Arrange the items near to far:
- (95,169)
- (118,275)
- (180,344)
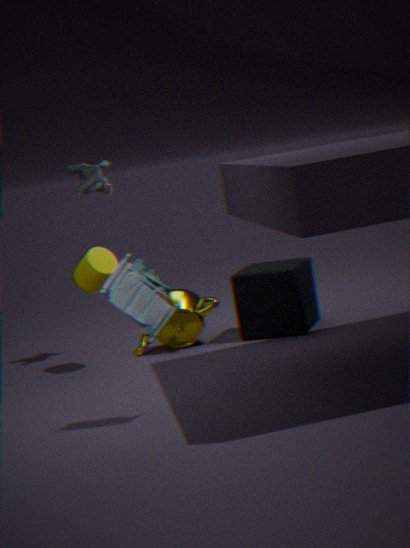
(118,275), (180,344), (95,169)
